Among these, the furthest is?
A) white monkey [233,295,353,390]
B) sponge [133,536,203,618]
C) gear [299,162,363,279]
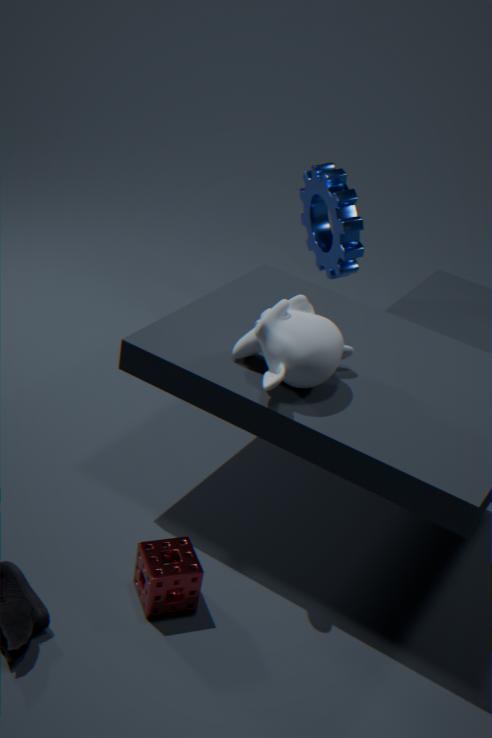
C. gear [299,162,363,279]
